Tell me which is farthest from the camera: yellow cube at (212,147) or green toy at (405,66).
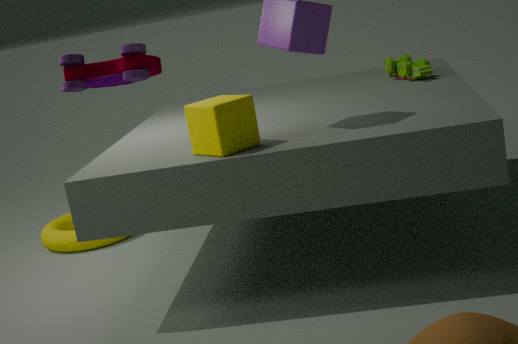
green toy at (405,66)
